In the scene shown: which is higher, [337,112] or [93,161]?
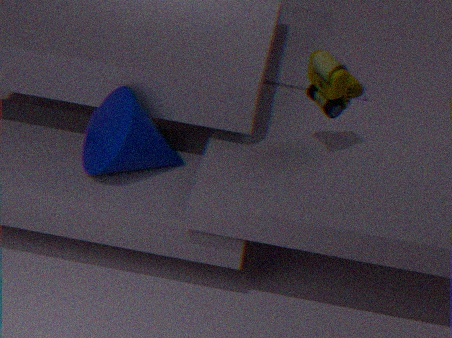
[337,112]
